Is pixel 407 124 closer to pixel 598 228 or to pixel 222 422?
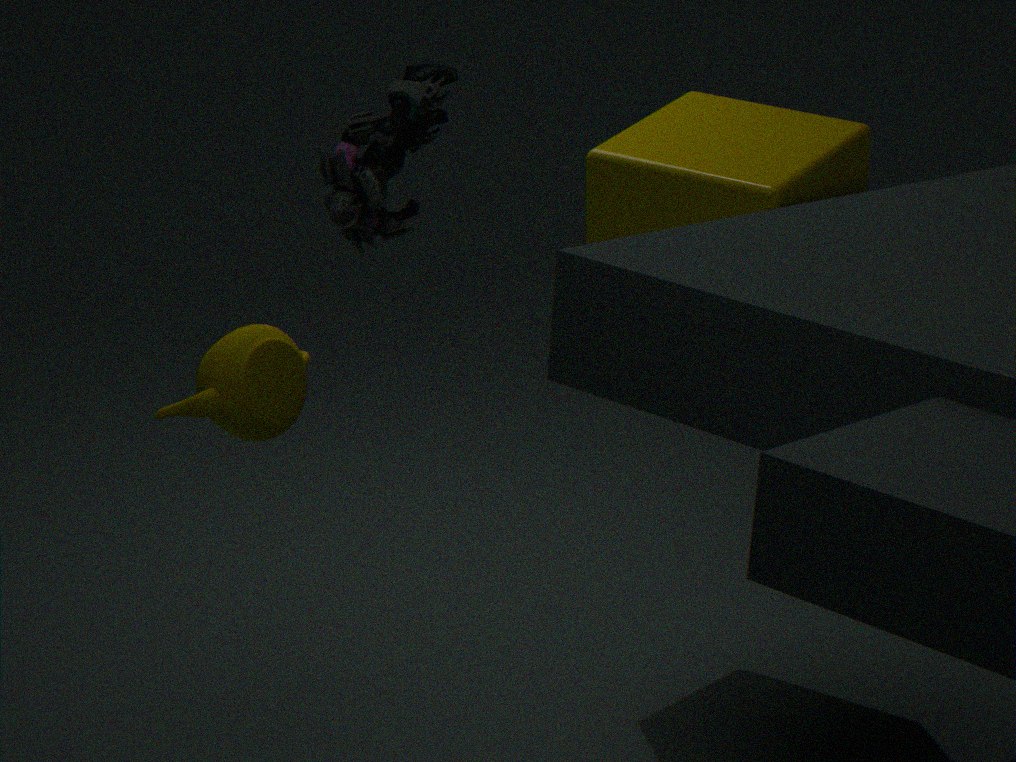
pixel 222 422
